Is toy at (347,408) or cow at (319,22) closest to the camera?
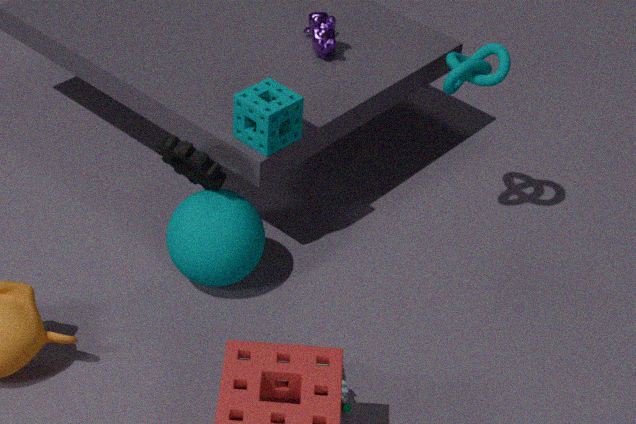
toy at (347,408)
